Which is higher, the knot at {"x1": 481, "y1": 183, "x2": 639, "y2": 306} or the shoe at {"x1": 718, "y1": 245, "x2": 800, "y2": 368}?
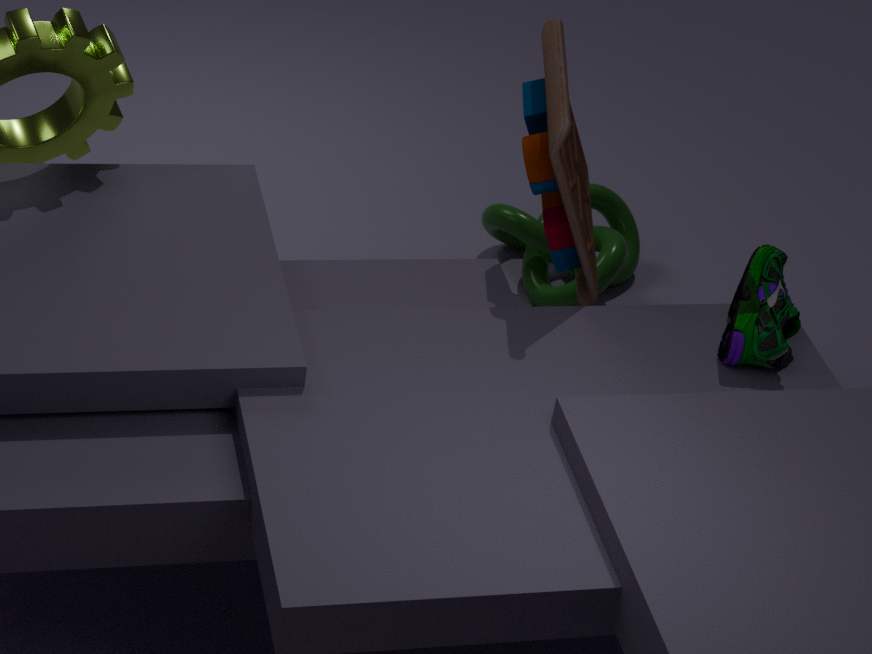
the shoe at {"x1": 718, "y1": 245, "x2": 800, "y2": 368}
